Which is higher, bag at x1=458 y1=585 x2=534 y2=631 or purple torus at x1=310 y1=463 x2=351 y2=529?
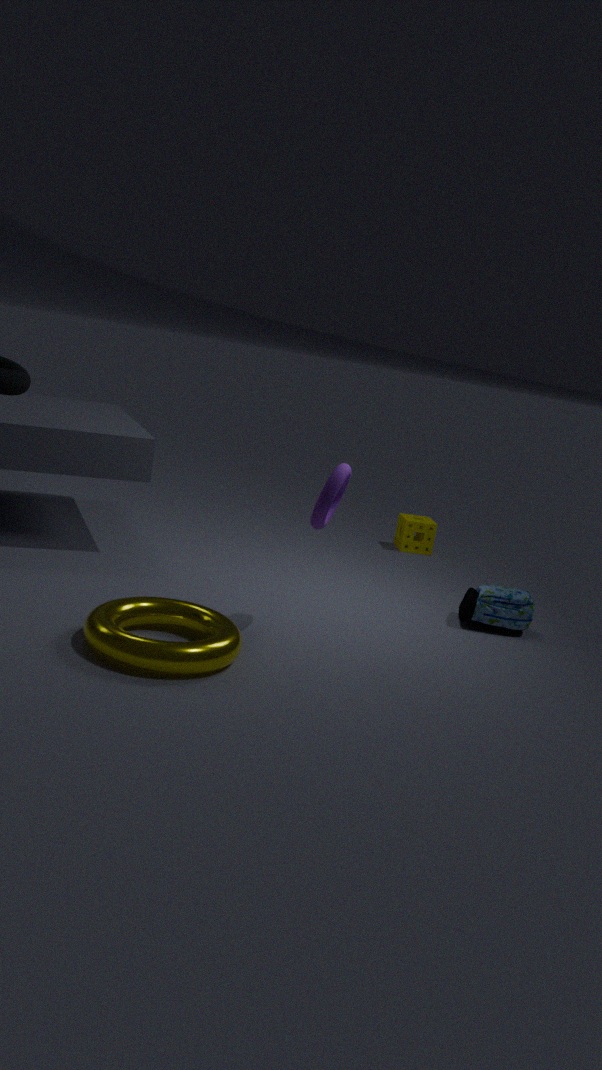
purple torus at x1=310 y1=463 x2=351 y2=529
